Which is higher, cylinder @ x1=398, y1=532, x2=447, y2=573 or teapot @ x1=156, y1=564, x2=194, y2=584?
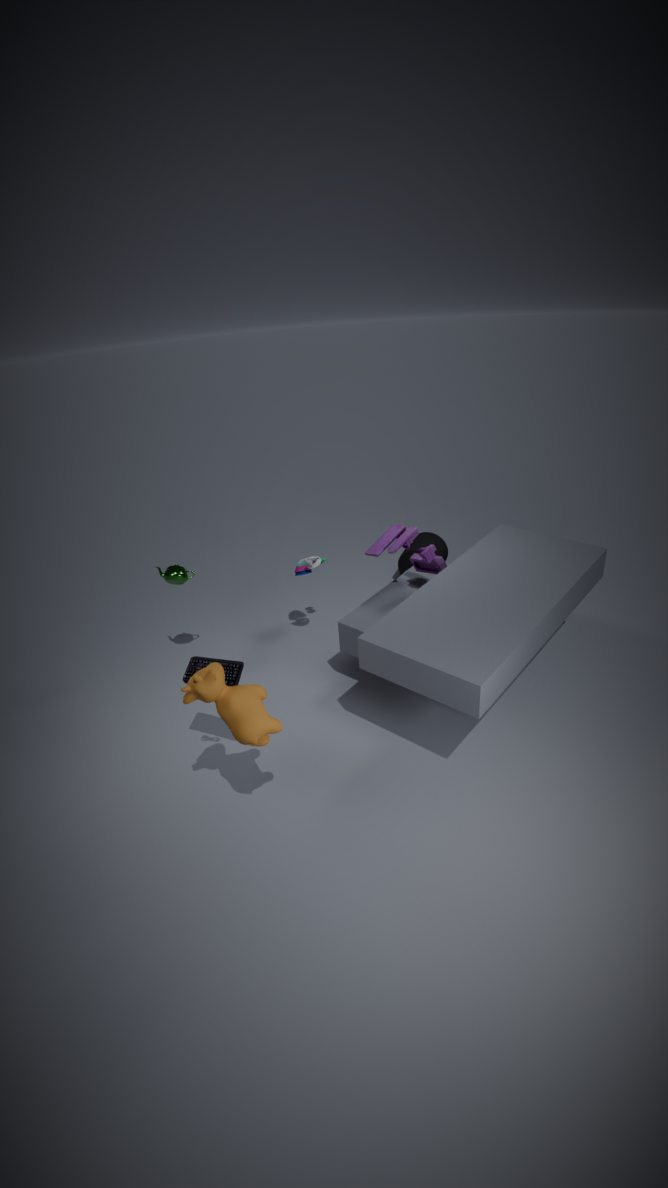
teapot @ x1=156, y1=564, x2=194, y2=584
